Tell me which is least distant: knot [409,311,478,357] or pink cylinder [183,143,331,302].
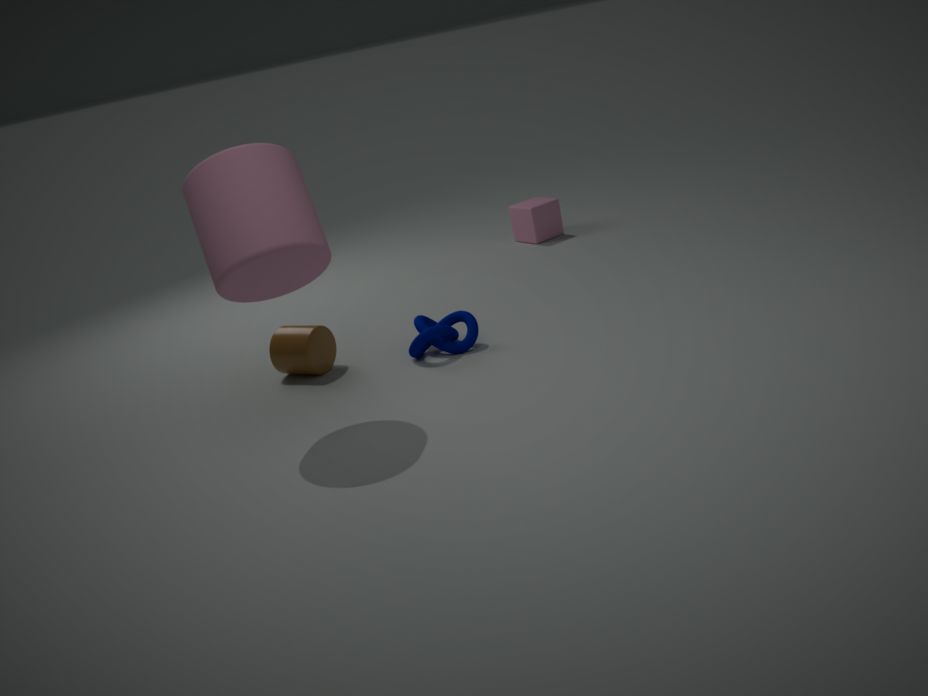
pink cylinder [183,143,331,302]
